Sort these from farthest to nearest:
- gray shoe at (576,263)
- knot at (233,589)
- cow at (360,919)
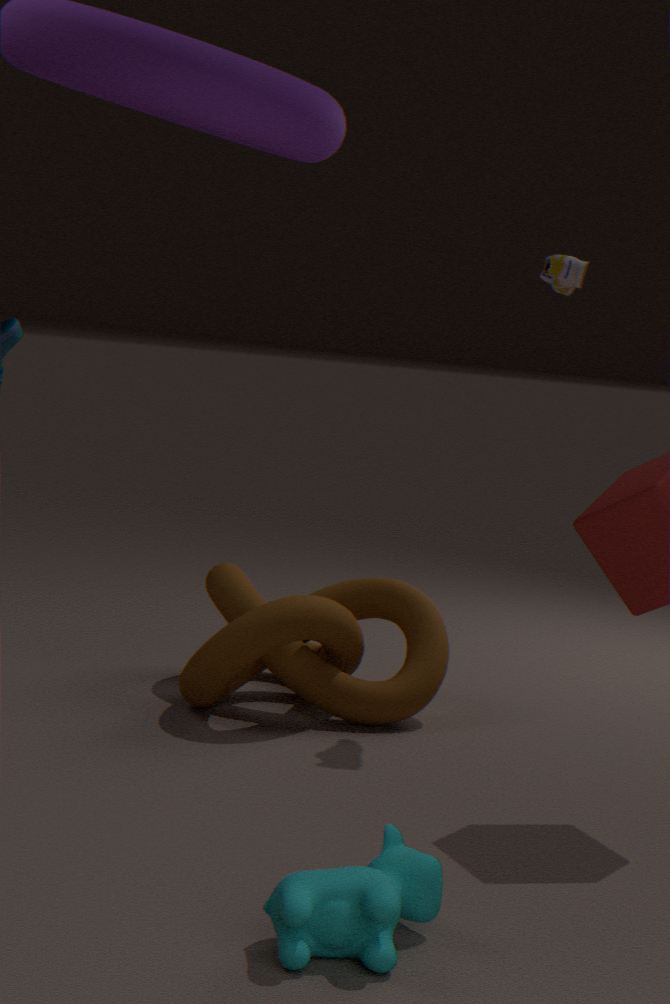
1. gray shoe at (576,263)
2. knot at (233,589)
3. cow at (360,919)
